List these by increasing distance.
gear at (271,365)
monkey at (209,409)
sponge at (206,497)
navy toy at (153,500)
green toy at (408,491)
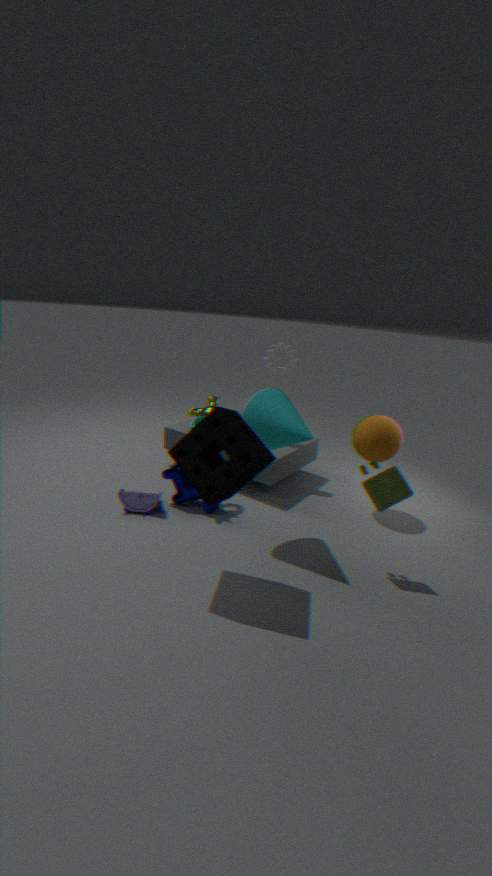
sponge at (206,497) < green toy at (408,491) < navy toy at (153,500) < gear at (271,365) < monkey at (209,409)
